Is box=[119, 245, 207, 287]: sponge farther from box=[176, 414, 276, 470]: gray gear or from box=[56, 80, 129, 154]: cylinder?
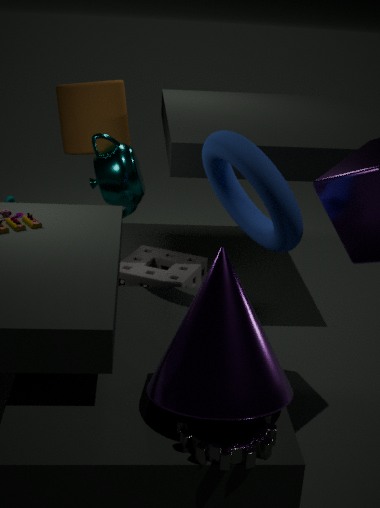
box=[176, 414, 276, 470]: gray gear
